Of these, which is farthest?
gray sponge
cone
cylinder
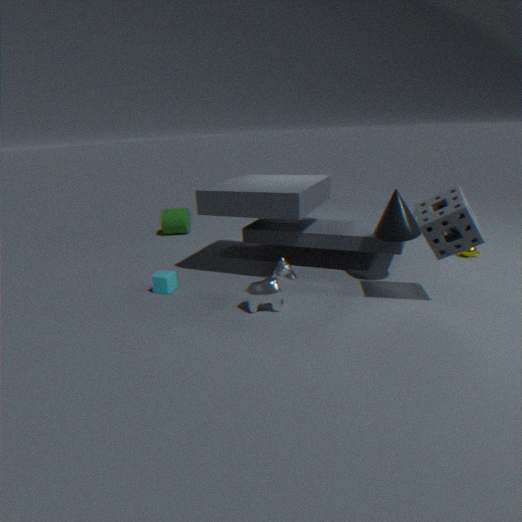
cylinder
